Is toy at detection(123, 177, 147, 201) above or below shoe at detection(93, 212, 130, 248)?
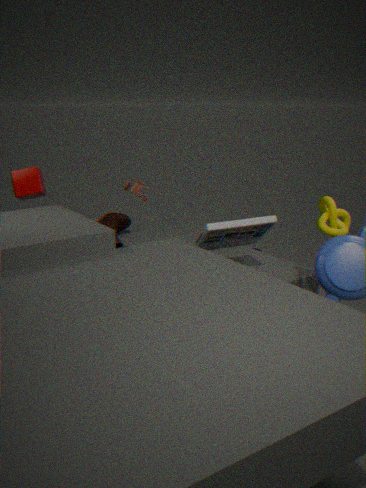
above
